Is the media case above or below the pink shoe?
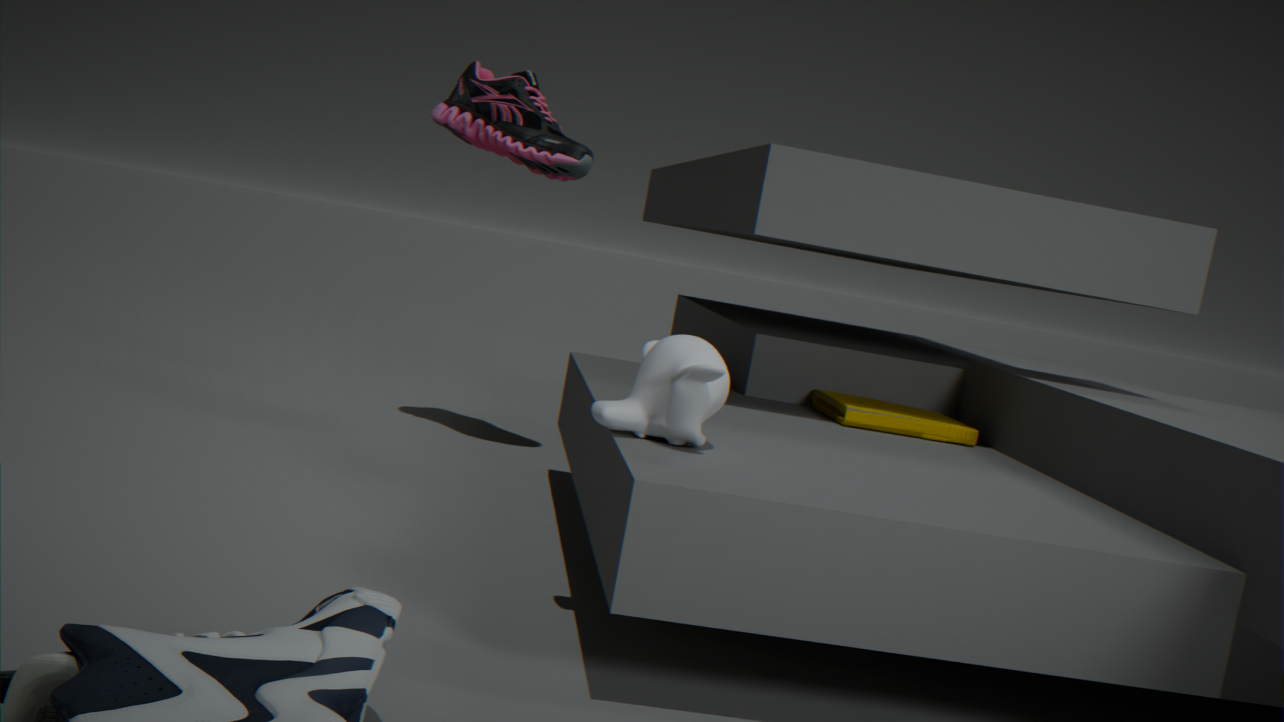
below
